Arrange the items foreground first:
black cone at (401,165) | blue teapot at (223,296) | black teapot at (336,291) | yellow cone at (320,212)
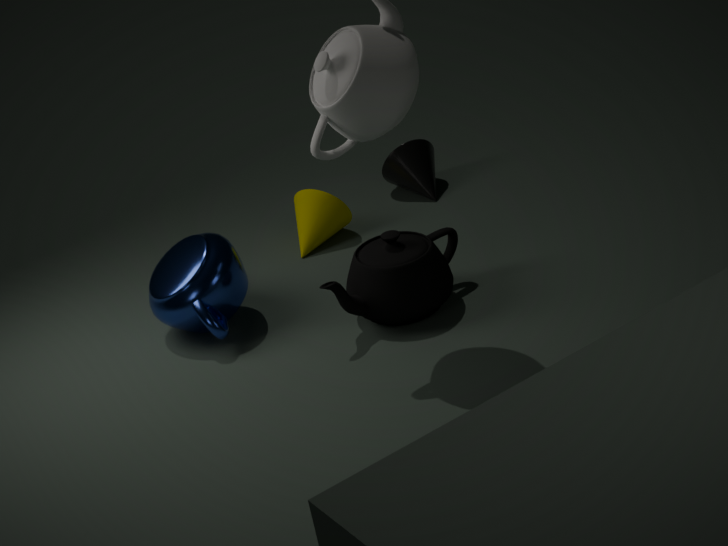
black teapot at (336,291)
blue teapot at (223,296)
yellow cone at (320,212)
black cone at (401,165)
